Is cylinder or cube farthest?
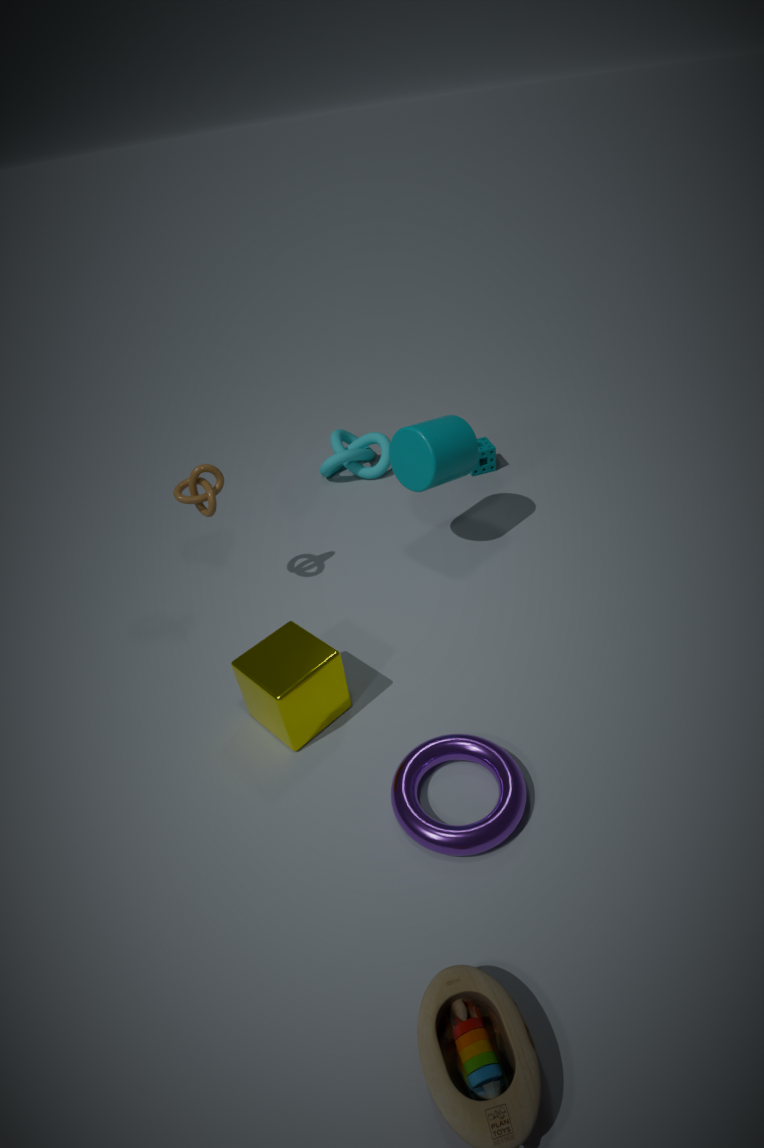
cylinder
